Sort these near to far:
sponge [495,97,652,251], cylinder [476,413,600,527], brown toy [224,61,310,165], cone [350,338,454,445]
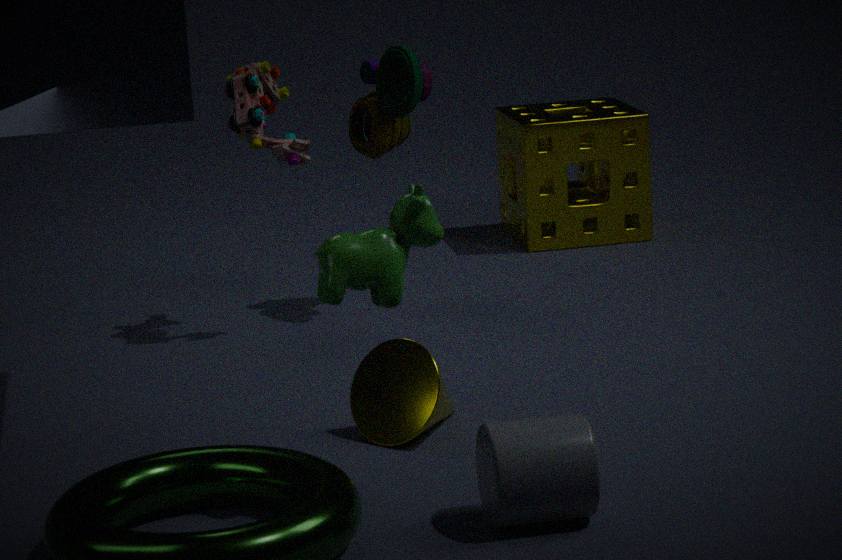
cylinder [476,413,600,527] → cone [350,338,454,445] → brown toy [224,61,310,165] → sponge [495,97,652,251]
